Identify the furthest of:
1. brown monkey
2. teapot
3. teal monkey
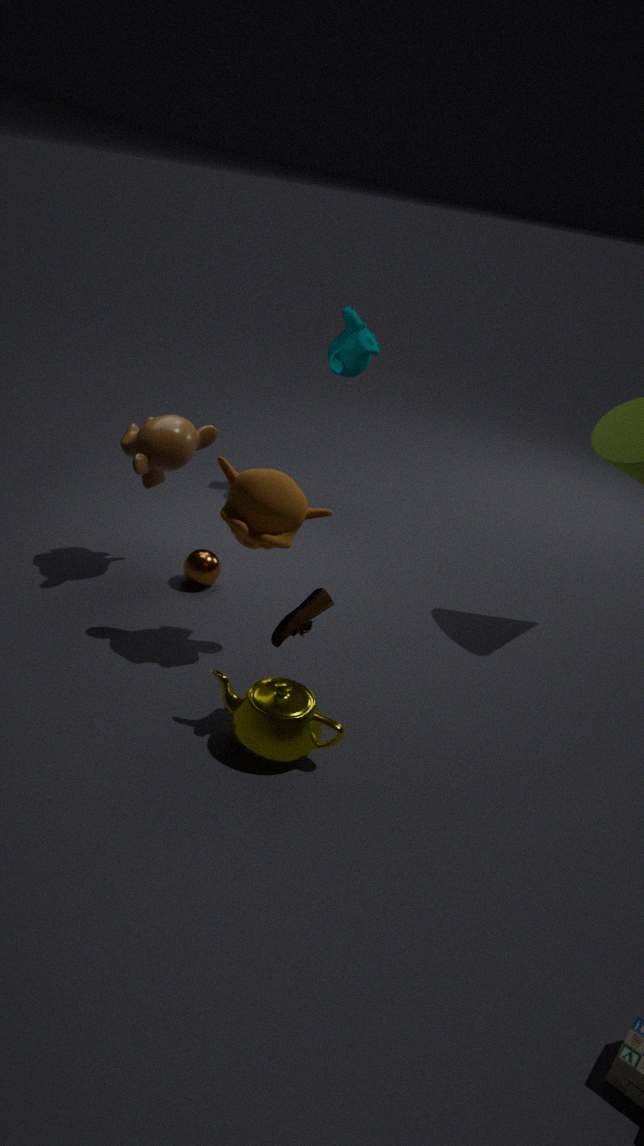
teal monkey
